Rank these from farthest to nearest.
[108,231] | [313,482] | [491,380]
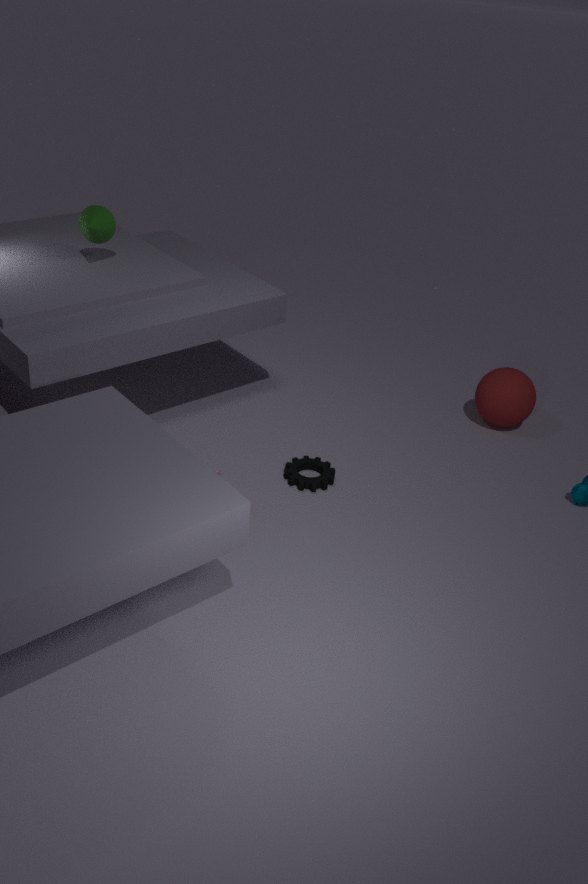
1. [491,380]
2. [108,231]
3. [313,482]
